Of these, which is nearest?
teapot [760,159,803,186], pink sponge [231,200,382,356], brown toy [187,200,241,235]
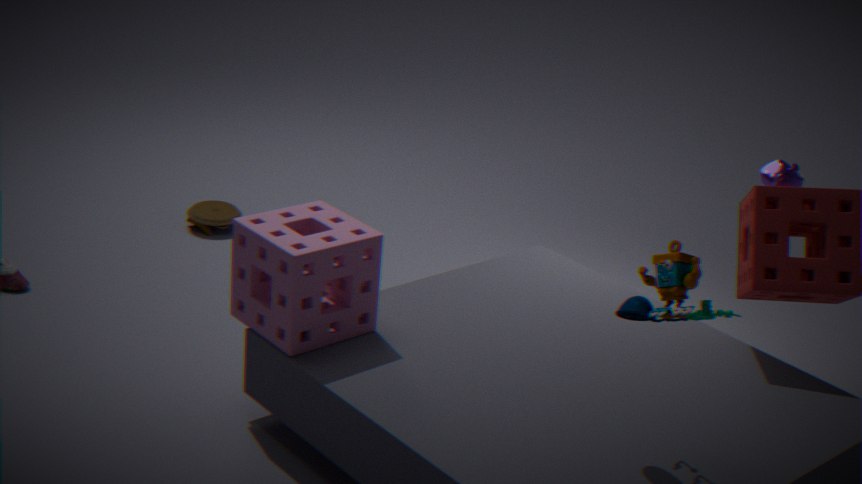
pink sponge [231,200,382,356]
